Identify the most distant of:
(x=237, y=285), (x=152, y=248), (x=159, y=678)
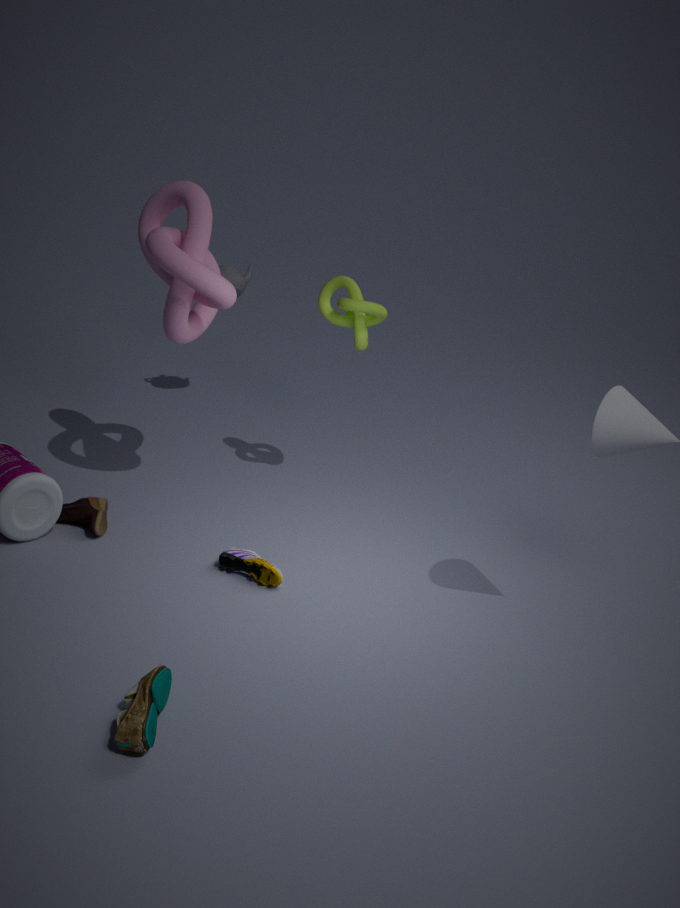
(x=237, y=285)
